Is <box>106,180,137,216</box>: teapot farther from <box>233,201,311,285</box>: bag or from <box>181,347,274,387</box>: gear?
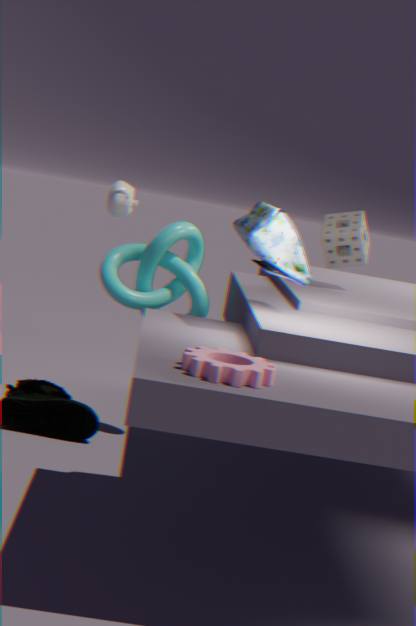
<box>181,347,274,387</box>: gear
